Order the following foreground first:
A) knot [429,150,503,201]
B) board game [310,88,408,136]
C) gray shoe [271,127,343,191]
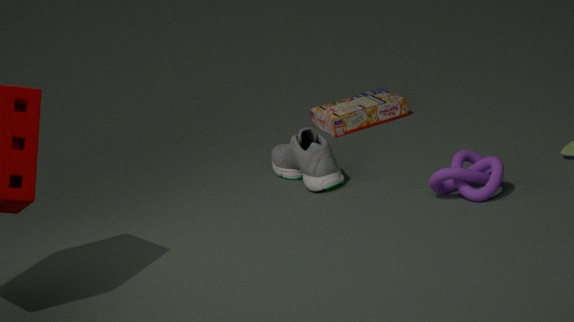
knot [429,150,503,201] < gray shoe [271,127,343,191] < board game [310,88,408,136]
